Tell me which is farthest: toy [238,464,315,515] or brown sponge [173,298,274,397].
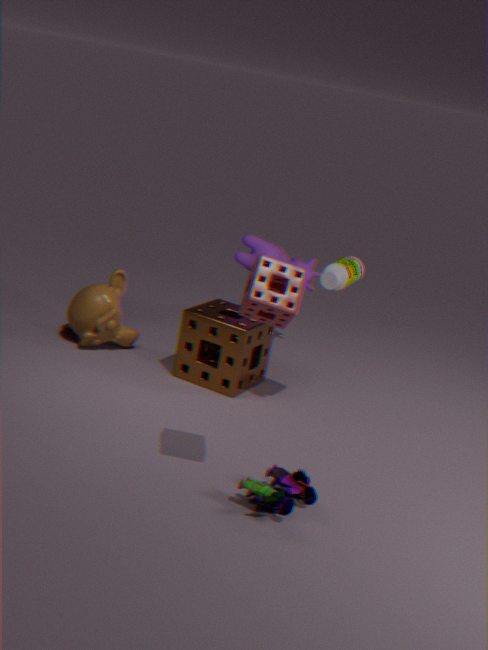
brown sponge [173,298,274,397]
